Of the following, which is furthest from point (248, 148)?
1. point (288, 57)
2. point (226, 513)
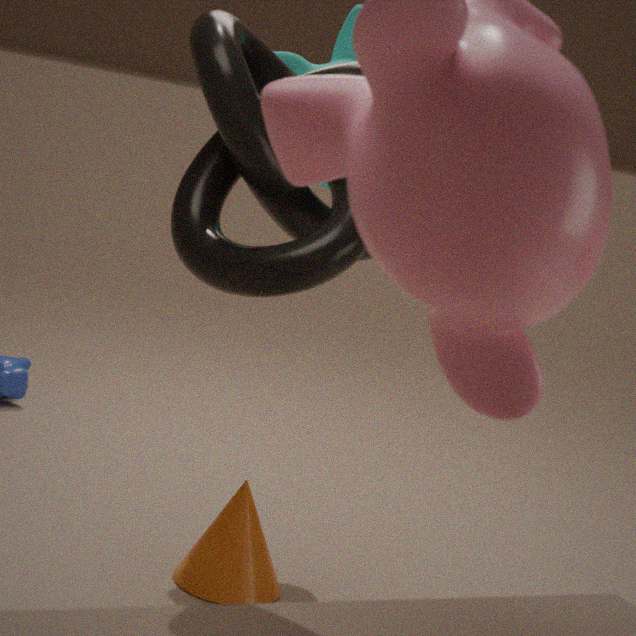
point (226, 513)
